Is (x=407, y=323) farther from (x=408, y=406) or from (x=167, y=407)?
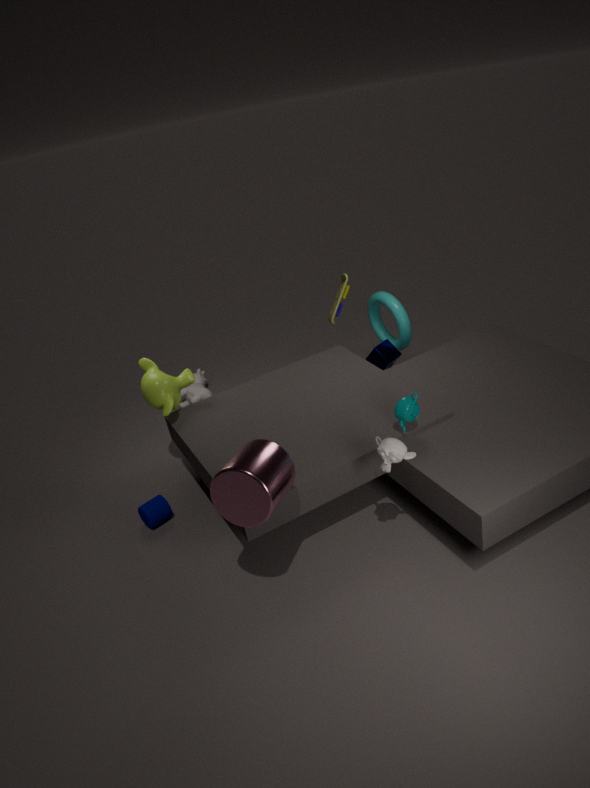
(x=167, y=407)
